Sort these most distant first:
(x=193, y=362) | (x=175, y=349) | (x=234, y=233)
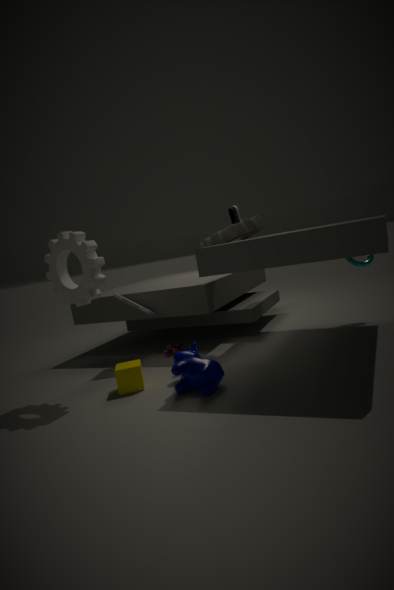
(x=175, y=349)
(x=234, y=233)
(x=193, y=362)
